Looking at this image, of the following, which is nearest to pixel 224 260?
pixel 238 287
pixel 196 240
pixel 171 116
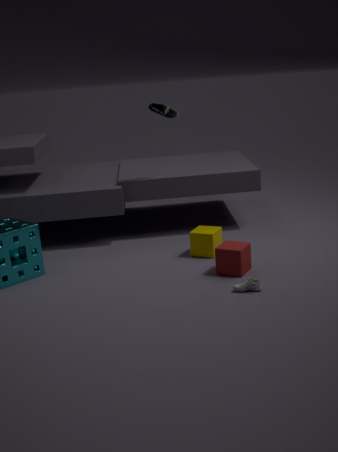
pixel 238 287
